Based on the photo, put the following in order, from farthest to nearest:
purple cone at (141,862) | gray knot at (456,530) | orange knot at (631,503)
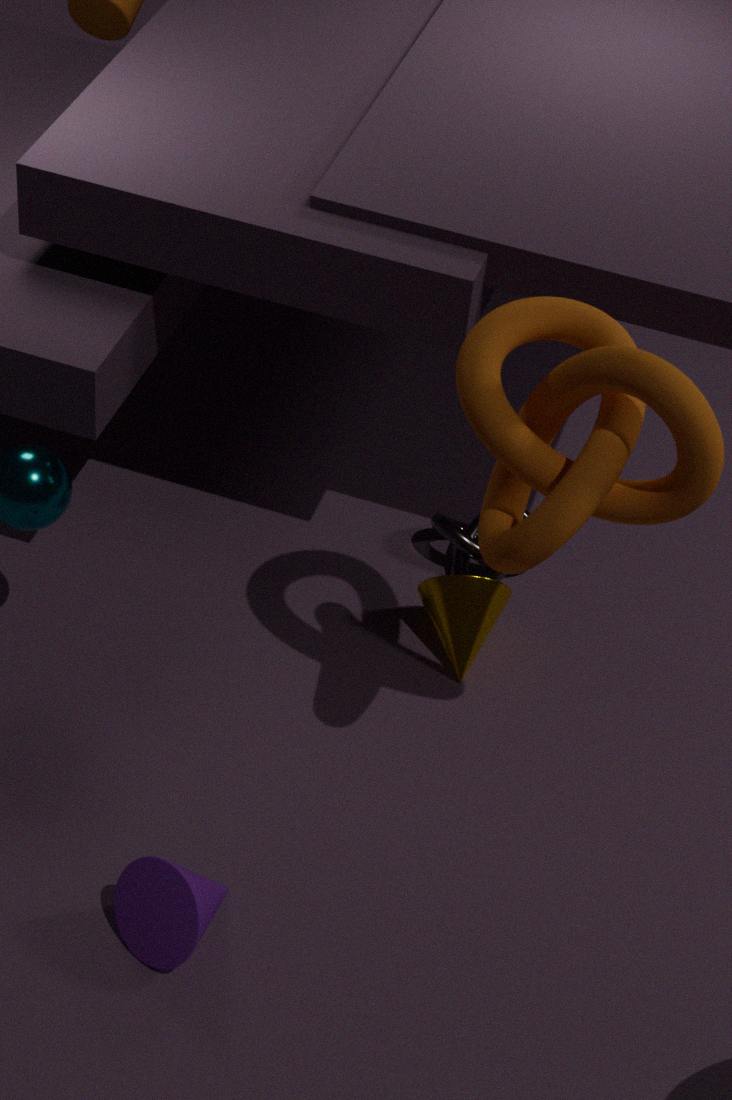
gray knot at (456,530), purple cone at (141,862), orange knot at (631,503)
